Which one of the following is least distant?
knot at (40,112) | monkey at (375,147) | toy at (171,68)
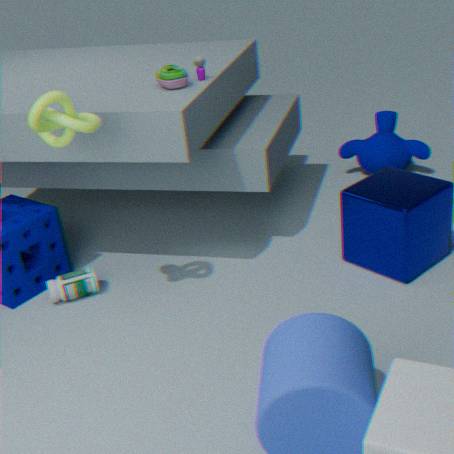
knot at (40,112)
